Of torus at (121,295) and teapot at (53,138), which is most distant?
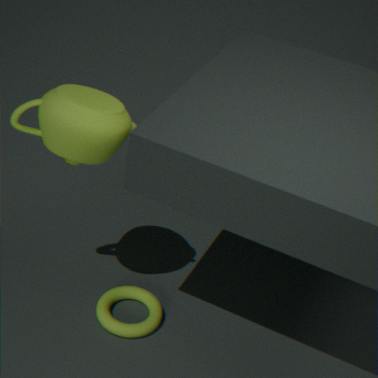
torus at (121,295)
